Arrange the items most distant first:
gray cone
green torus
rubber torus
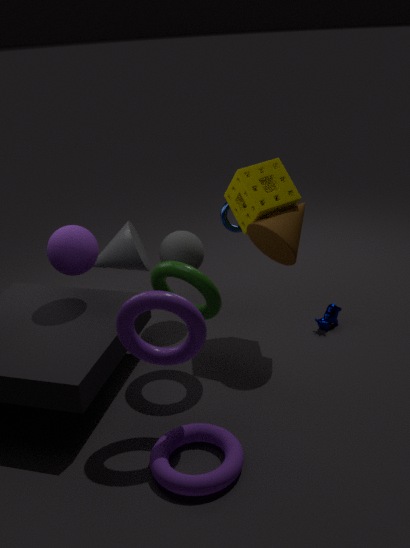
gray cone
green torus
rubber torus
